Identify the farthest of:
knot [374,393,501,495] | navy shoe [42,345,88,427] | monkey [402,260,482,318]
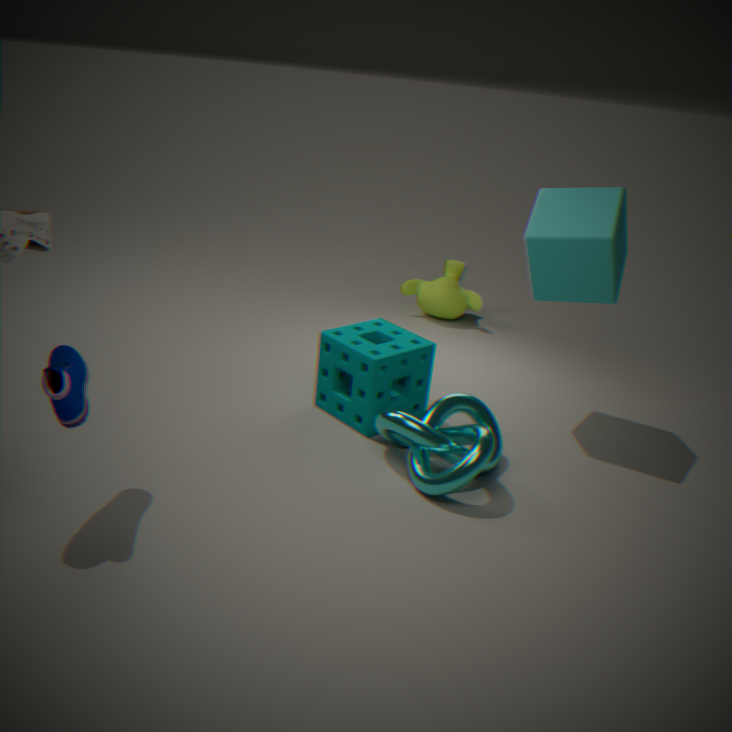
monkey [402,260,482,318]
